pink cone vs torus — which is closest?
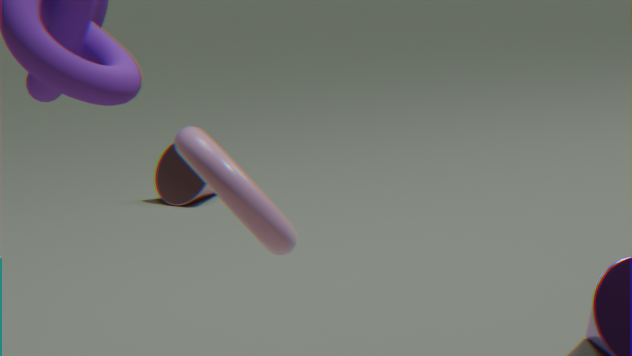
torus
